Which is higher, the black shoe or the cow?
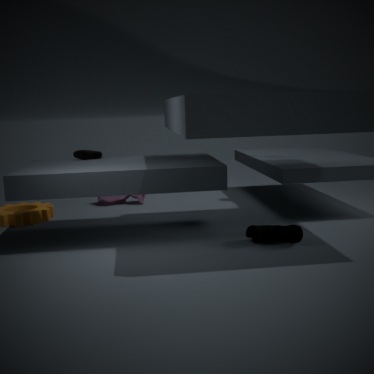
the black shoe
